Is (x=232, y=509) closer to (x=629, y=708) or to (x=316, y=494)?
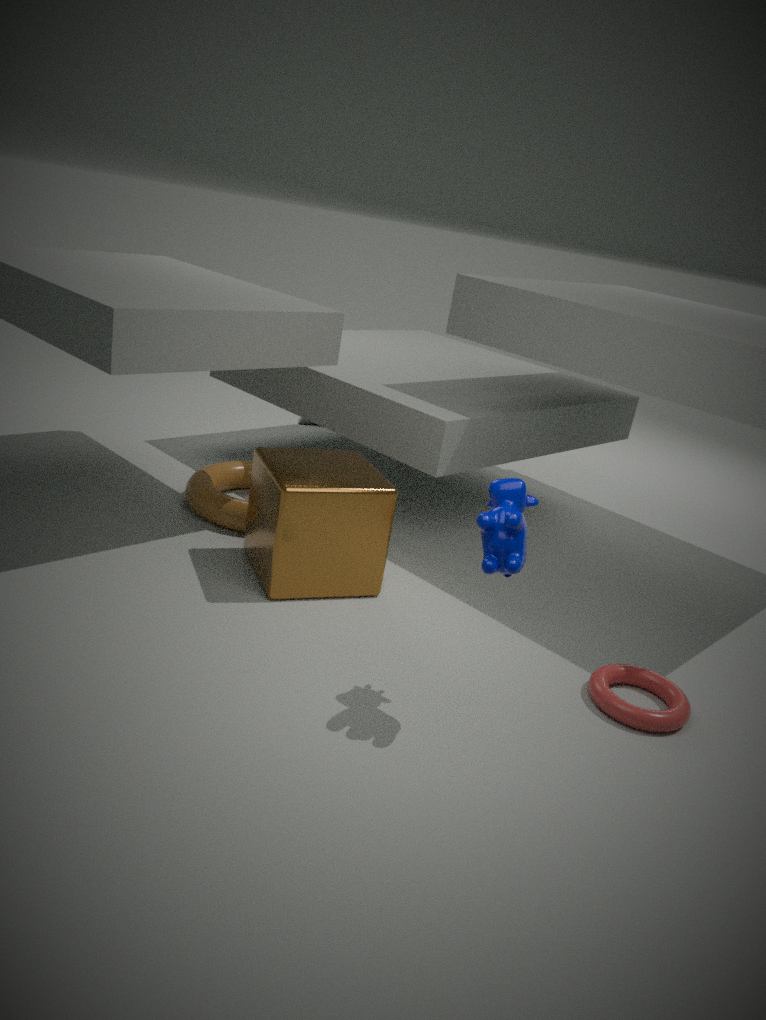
(x=316, y=494)
